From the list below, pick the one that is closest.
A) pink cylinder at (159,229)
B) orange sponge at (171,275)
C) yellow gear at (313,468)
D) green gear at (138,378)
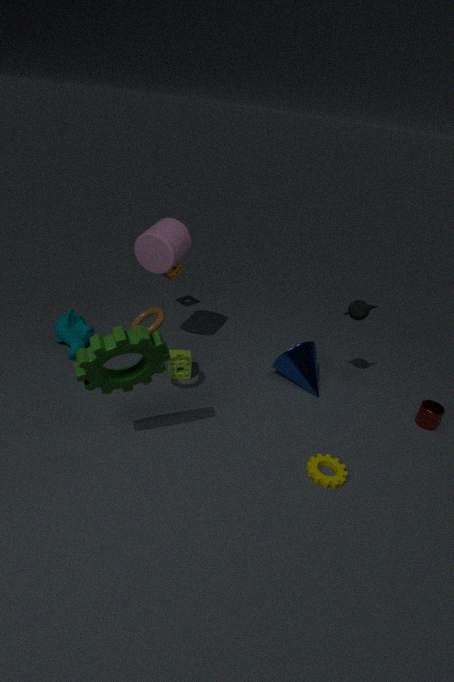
green gear at (138,378)
